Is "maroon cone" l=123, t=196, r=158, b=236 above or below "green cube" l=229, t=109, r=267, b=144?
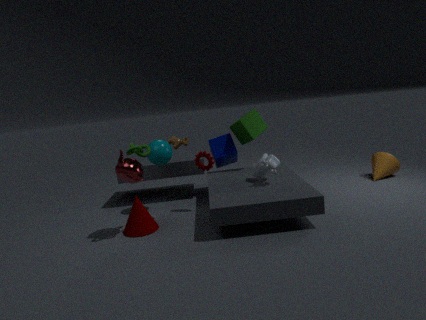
below
